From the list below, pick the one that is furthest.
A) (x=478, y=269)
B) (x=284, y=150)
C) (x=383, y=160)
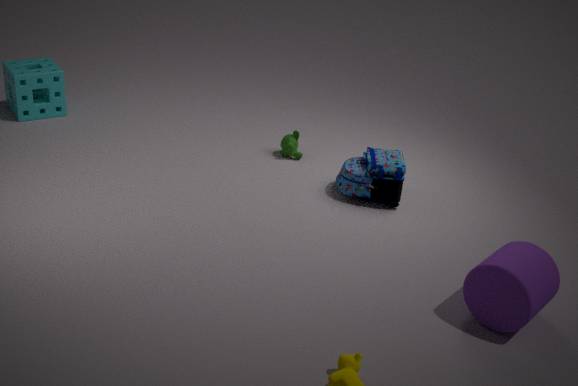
(x=284, y=150)
